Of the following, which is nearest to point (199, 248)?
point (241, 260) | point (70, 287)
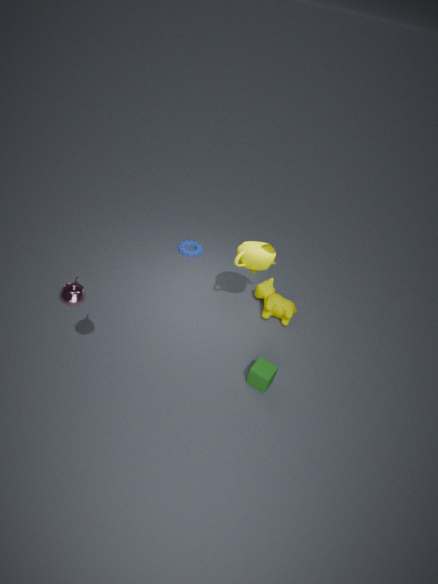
point (241, 260)
